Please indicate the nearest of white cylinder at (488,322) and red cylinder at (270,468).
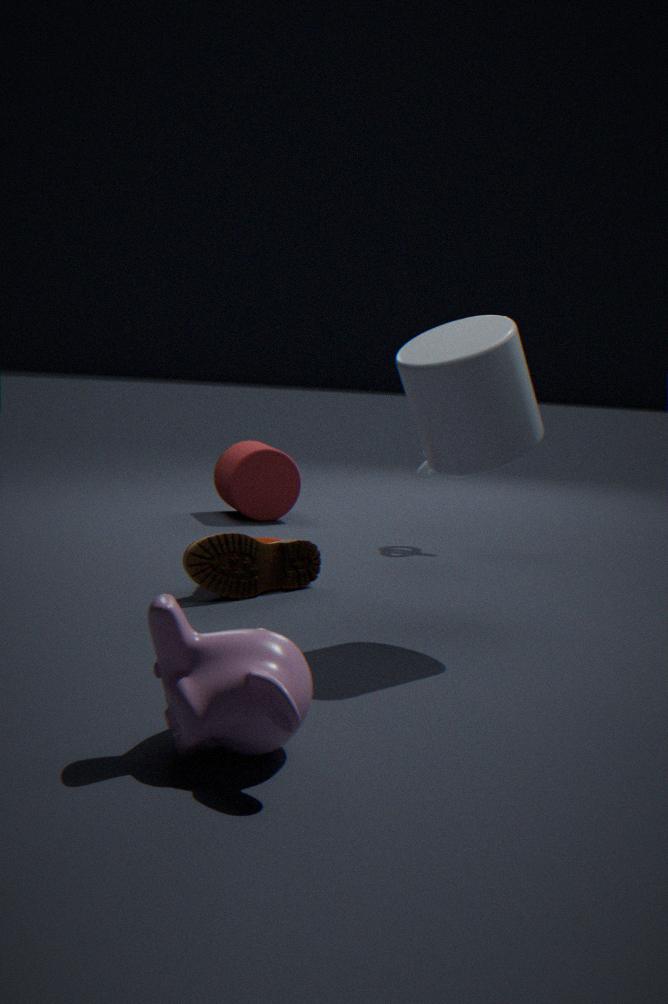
white cylinder at (488,322)
